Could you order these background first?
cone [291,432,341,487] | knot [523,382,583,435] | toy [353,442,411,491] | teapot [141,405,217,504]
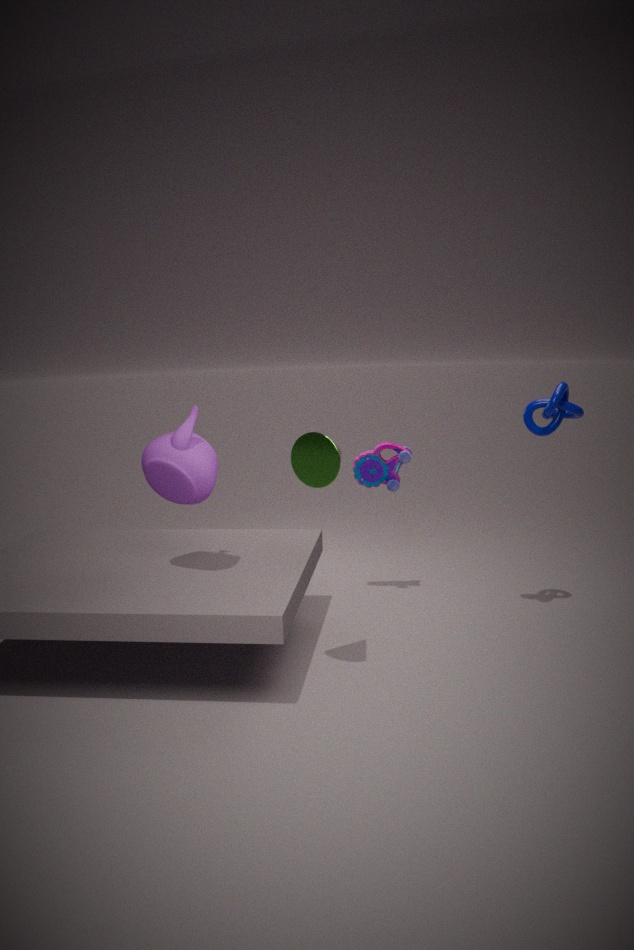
toy [353,442,411,491] < knot [523,382,583,435] < teapot [141,405,217,504] < cone [291,432,341,487]
